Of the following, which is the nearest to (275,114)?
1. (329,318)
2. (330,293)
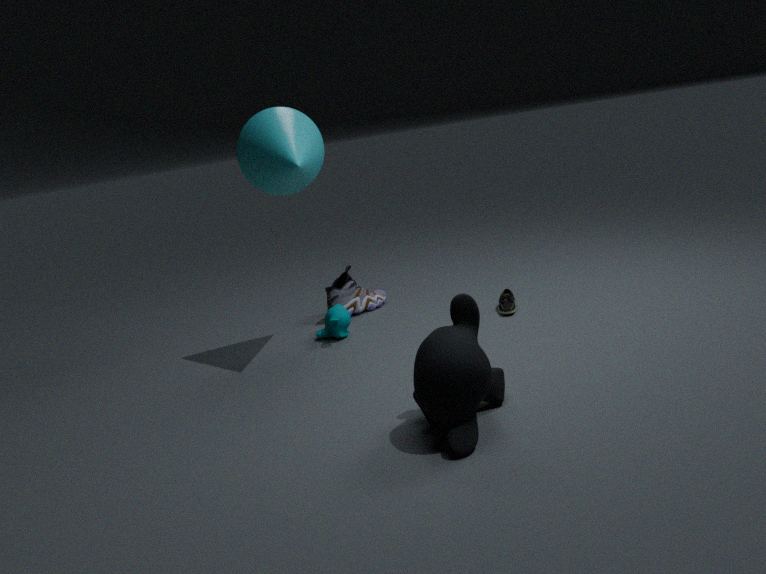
(329,318)
